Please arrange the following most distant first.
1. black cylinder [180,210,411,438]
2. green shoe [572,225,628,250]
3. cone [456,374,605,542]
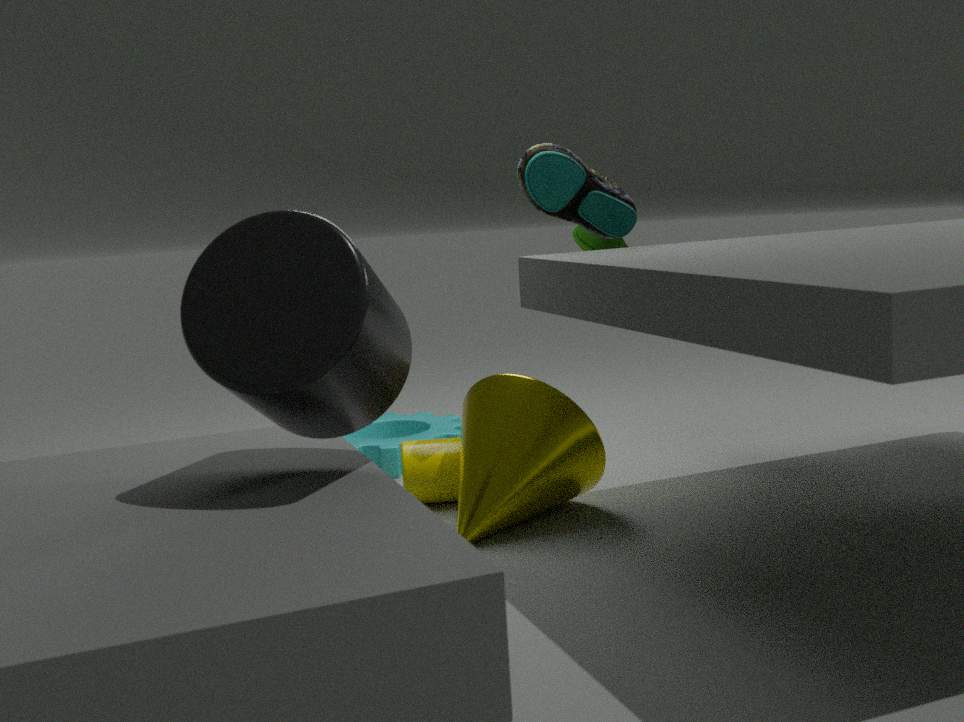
green shoe [572,225,628,250] < cone [456,374,605,542] < black cylinder [180,210,411,438]
